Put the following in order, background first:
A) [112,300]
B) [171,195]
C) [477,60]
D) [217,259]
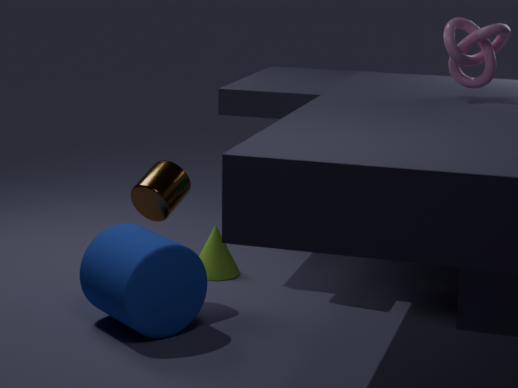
[217,259]
[171,195]
[112,300]
[477,60]
